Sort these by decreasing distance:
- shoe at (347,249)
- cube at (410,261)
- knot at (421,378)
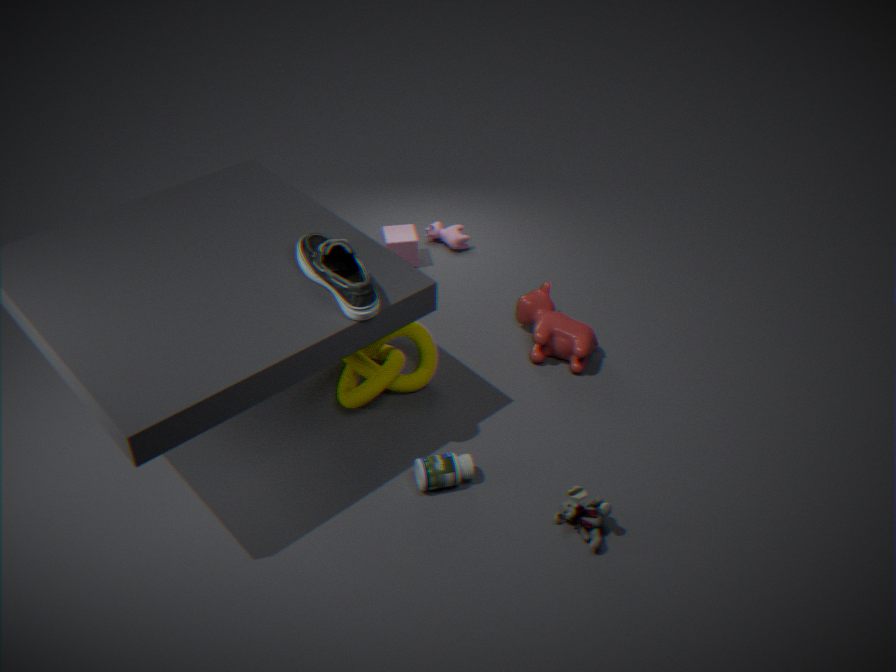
cube at (410,261)
knot at (421,378)
shoe at (347,249)
